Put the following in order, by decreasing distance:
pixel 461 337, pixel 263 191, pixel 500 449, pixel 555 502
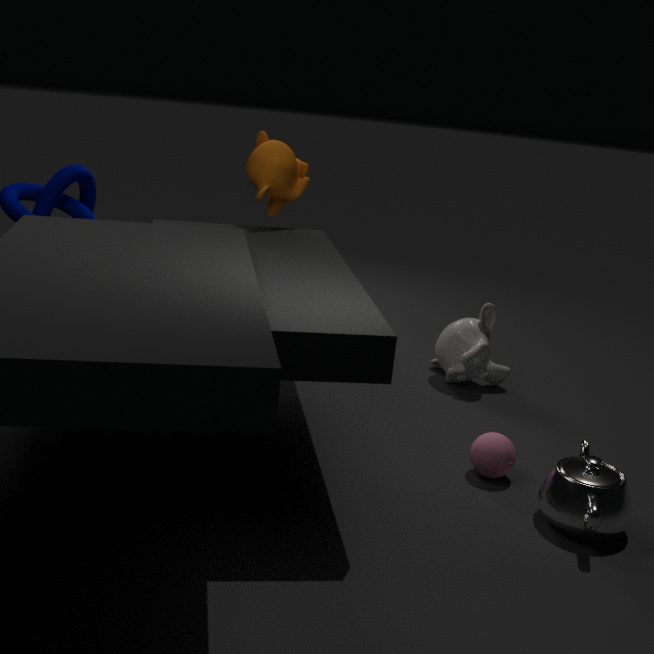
1. pixel 461 337
2. pixel 263 191
3. pixel 500 449
4. pixel 555 502
